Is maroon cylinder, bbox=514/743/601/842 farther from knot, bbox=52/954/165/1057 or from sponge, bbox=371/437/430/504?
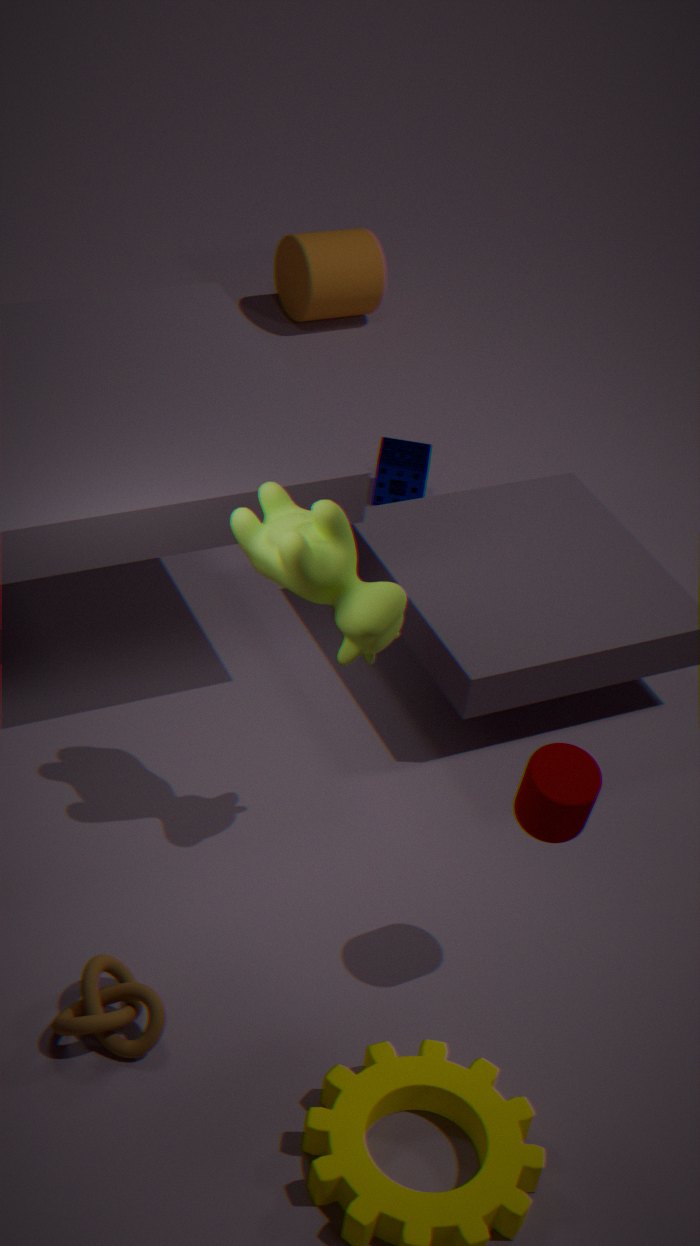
sponge, bbox=371/437/430/504
